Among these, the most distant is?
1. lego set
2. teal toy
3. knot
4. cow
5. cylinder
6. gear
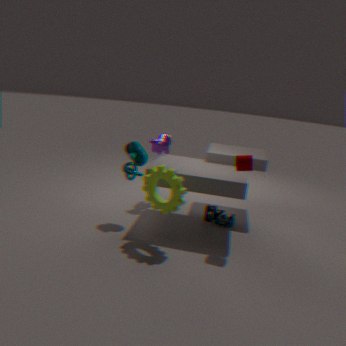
cow
